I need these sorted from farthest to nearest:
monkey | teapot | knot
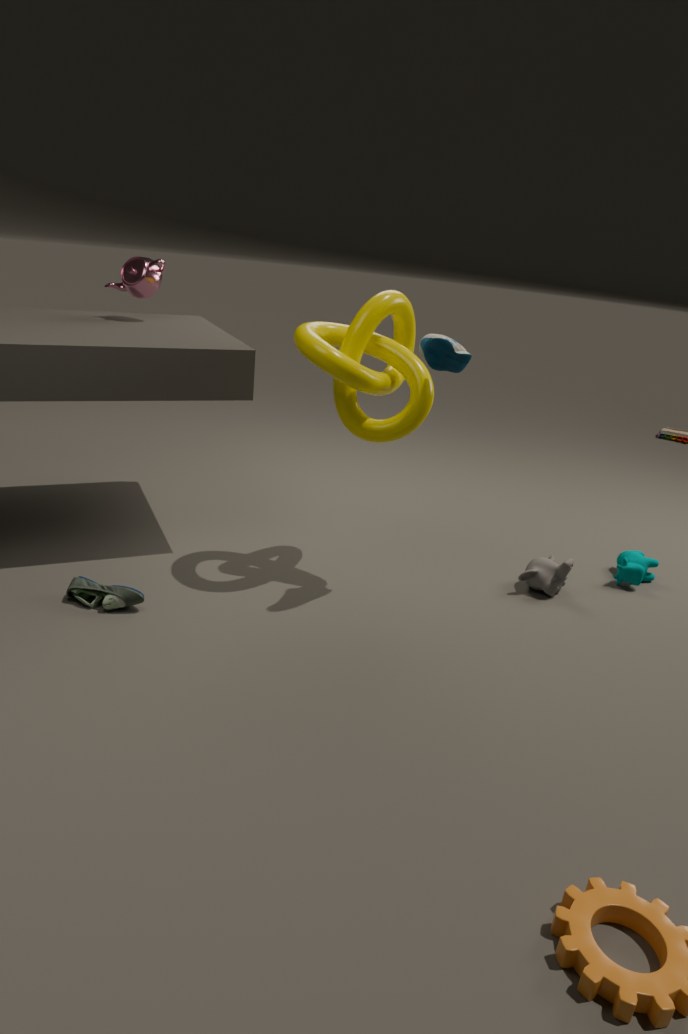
teapot, monkey, knot
